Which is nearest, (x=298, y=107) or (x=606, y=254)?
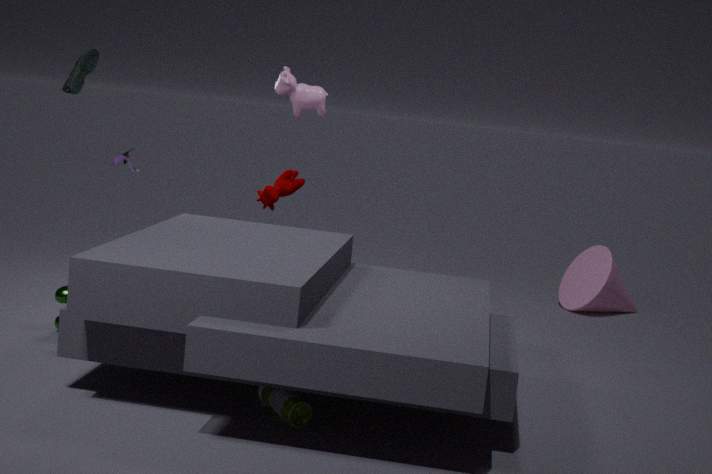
(x=298, y=107)
